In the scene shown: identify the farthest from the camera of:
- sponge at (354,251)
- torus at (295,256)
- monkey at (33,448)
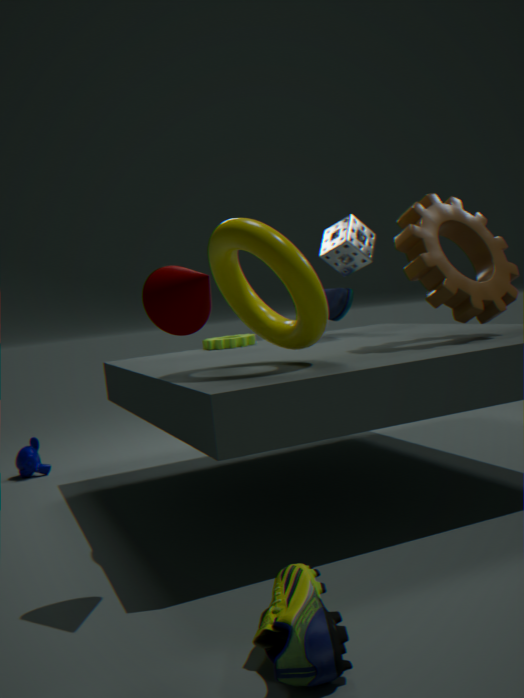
monkey at (33,448)
